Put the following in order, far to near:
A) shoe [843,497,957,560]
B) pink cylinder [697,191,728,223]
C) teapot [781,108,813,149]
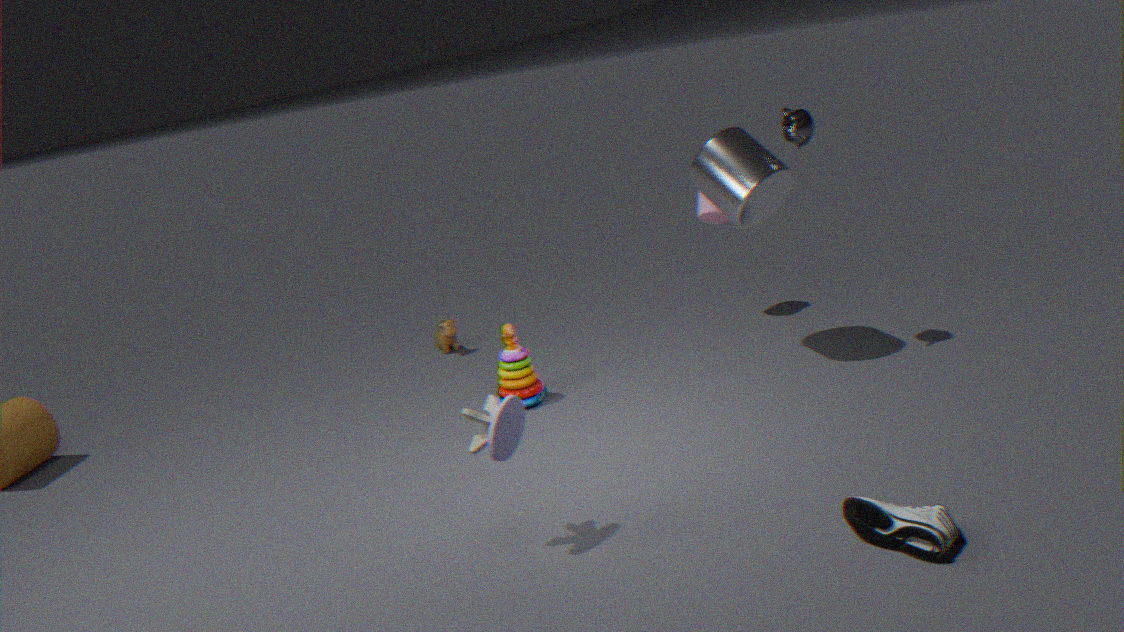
1. pink cylinder [697,191,728,223]
2. teapot [781,108,813,149]
3. shoe [843,497,957,560]
